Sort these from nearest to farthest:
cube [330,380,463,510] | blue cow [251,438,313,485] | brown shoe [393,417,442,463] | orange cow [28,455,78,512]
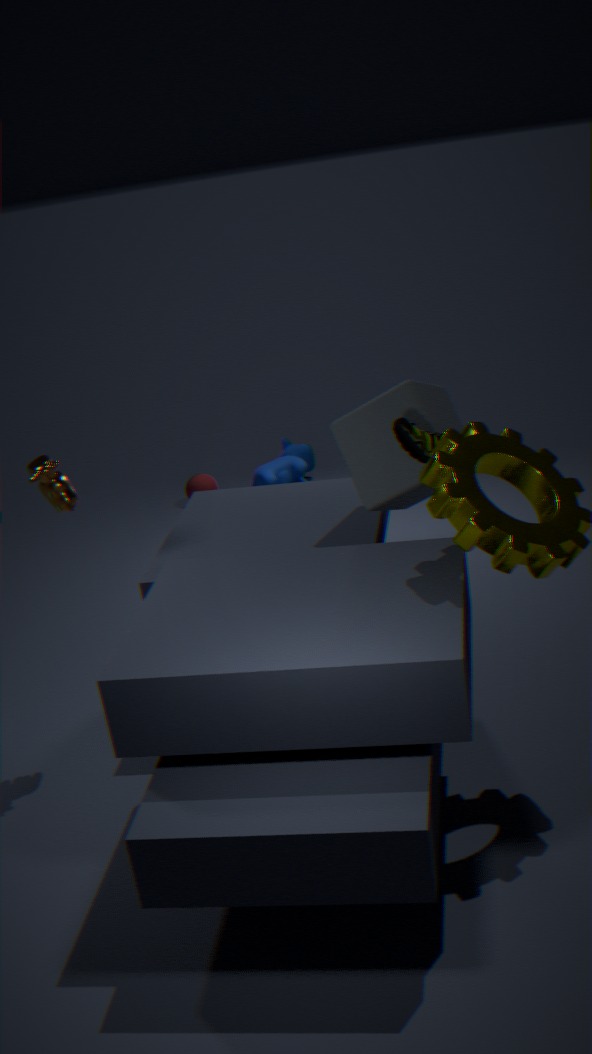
brown shoe [393,417,442,463] < orange cow [28,455,78,512] < cube [330,380,463,510] < blue cow [251,438,313,485]
